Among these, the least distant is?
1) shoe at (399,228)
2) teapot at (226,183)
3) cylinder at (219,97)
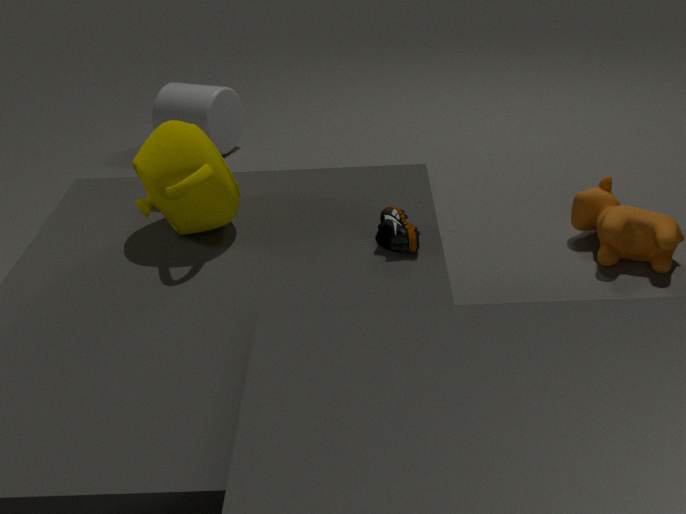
1. shoe at (399,228)
